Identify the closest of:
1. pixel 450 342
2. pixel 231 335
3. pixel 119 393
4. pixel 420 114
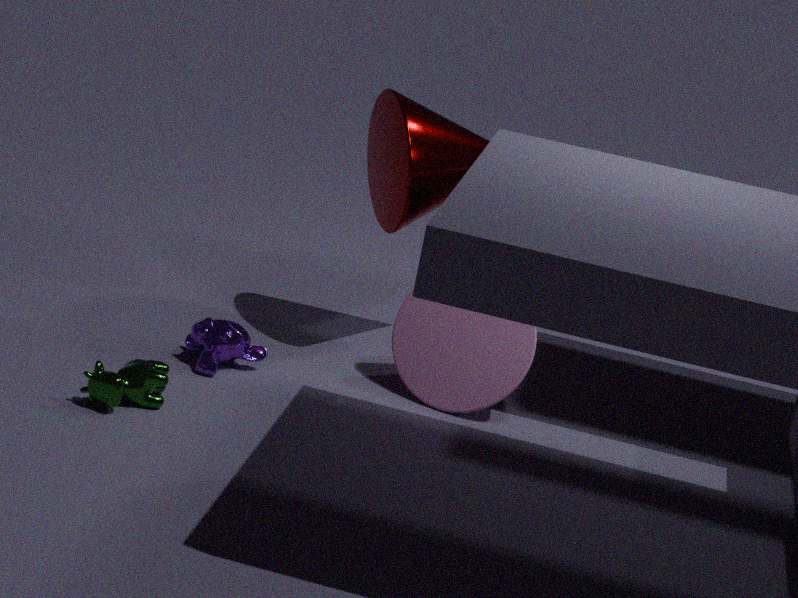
pixel 119 393
